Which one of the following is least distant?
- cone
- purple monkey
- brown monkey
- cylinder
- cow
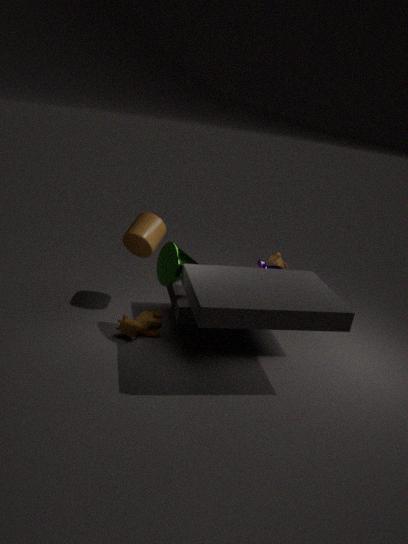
cone
